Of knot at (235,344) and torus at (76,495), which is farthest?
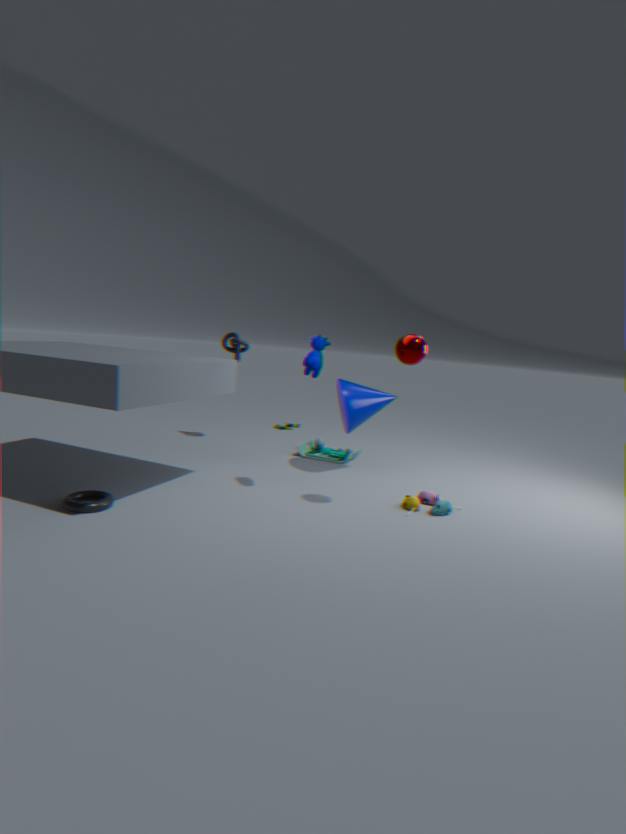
knot at (235,344)
